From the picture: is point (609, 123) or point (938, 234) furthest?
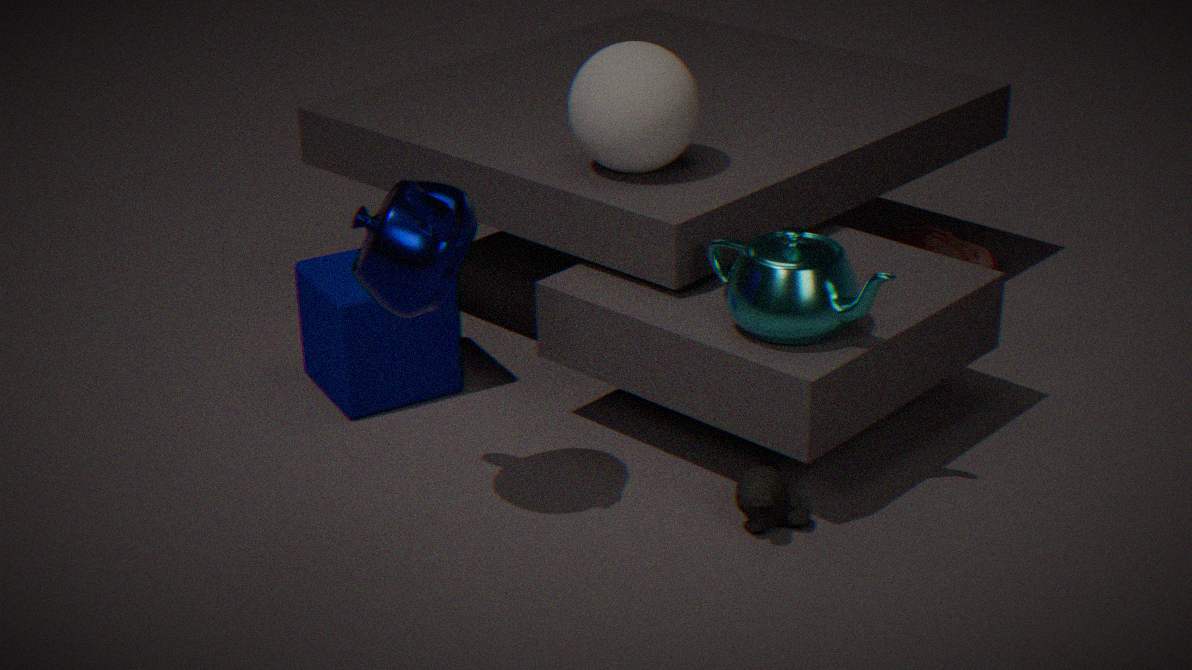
point (938, 234)
